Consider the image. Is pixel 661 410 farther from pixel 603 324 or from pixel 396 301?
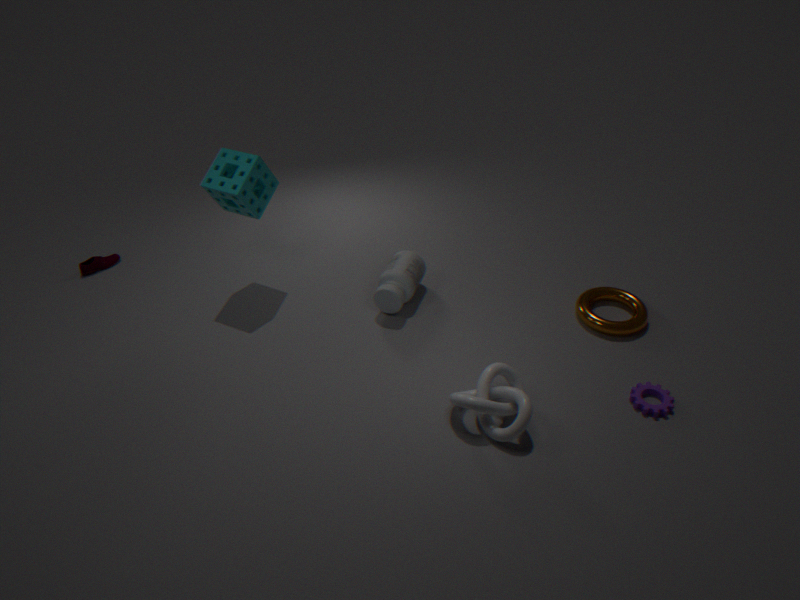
pixel 396 301
